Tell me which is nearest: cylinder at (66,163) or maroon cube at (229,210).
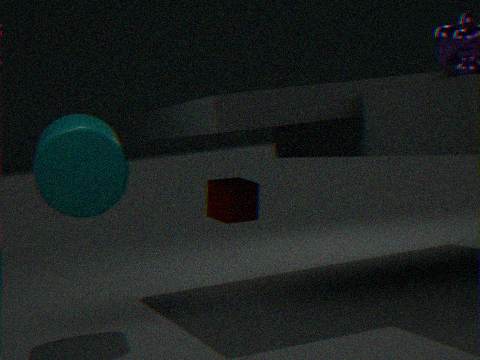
cylinder at (66,163)
